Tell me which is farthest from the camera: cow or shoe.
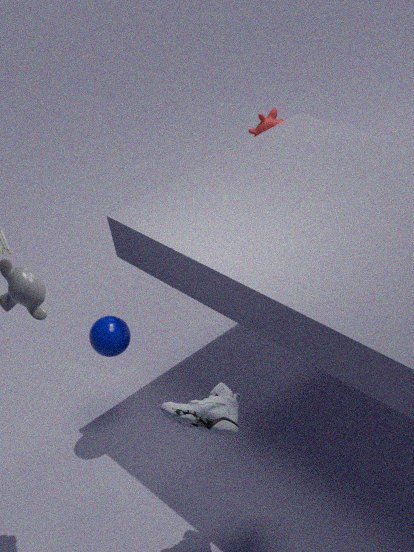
cow
